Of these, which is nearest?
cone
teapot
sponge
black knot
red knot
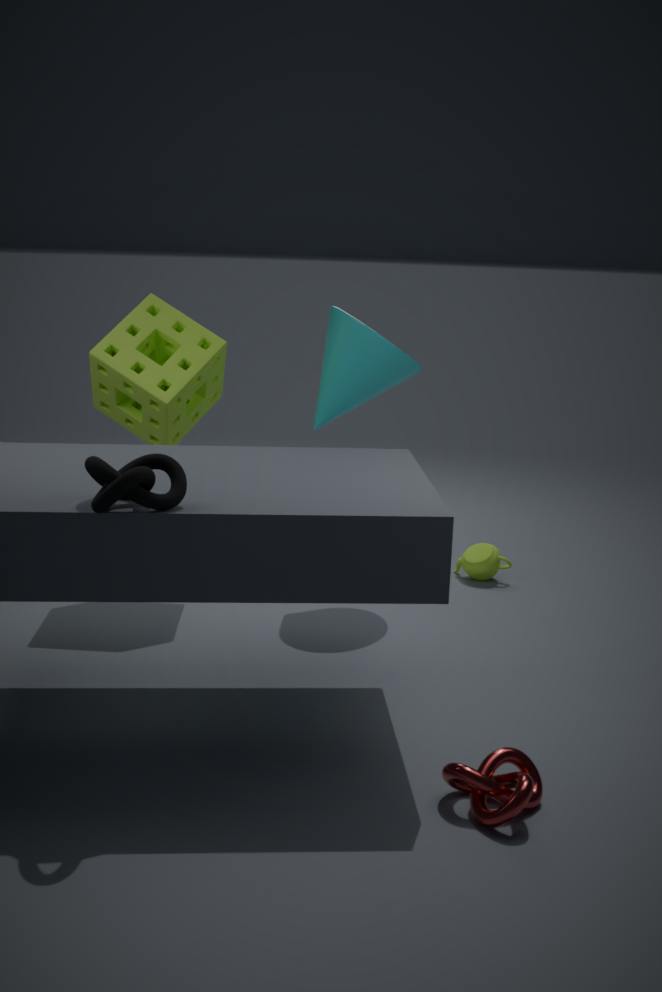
black knot
